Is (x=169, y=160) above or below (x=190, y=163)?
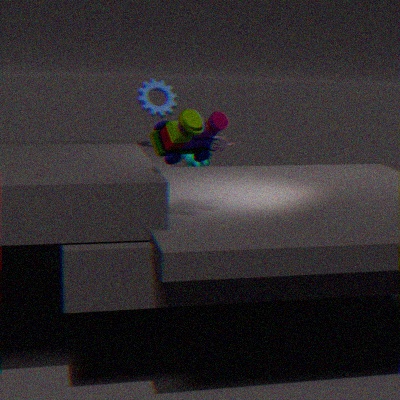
above
